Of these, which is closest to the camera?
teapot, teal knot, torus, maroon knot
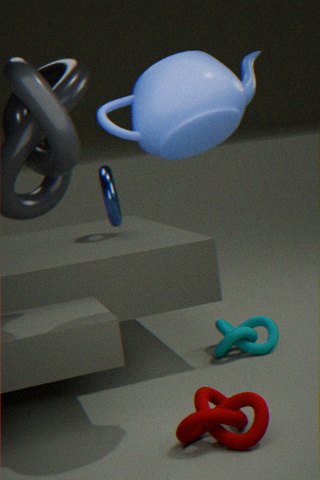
teapot
